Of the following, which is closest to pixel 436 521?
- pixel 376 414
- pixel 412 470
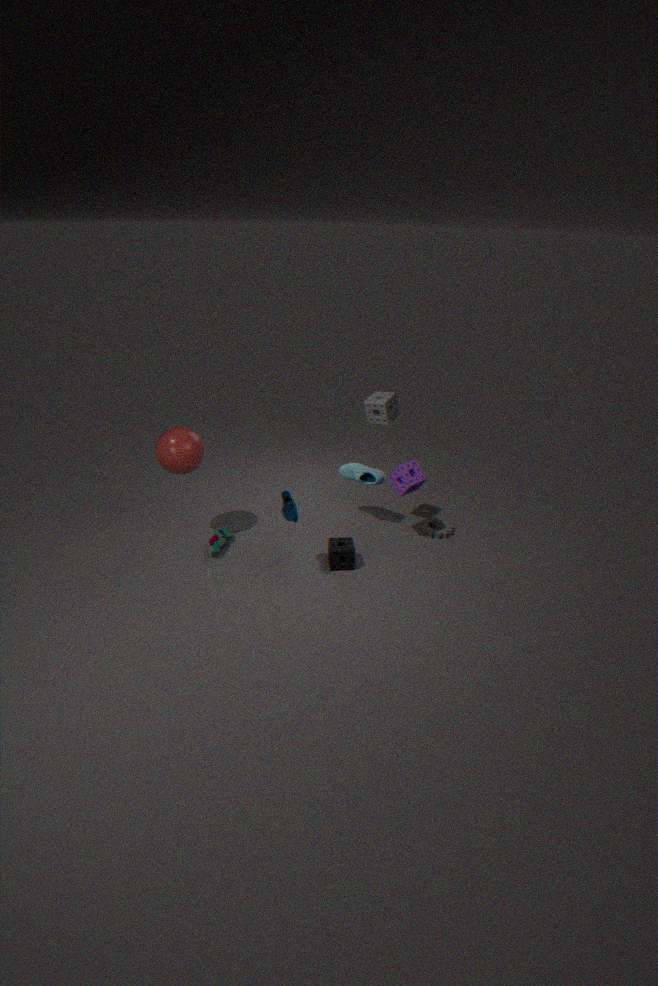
pixel 412 470
